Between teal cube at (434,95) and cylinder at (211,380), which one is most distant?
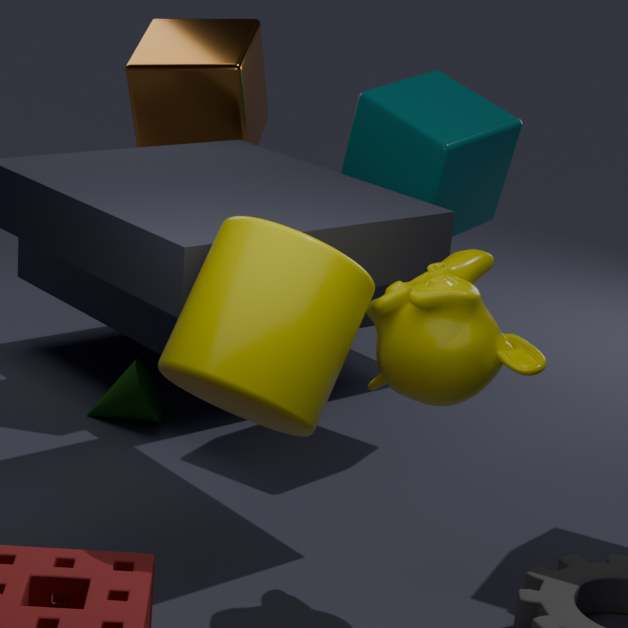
teal cube at (434,95)
